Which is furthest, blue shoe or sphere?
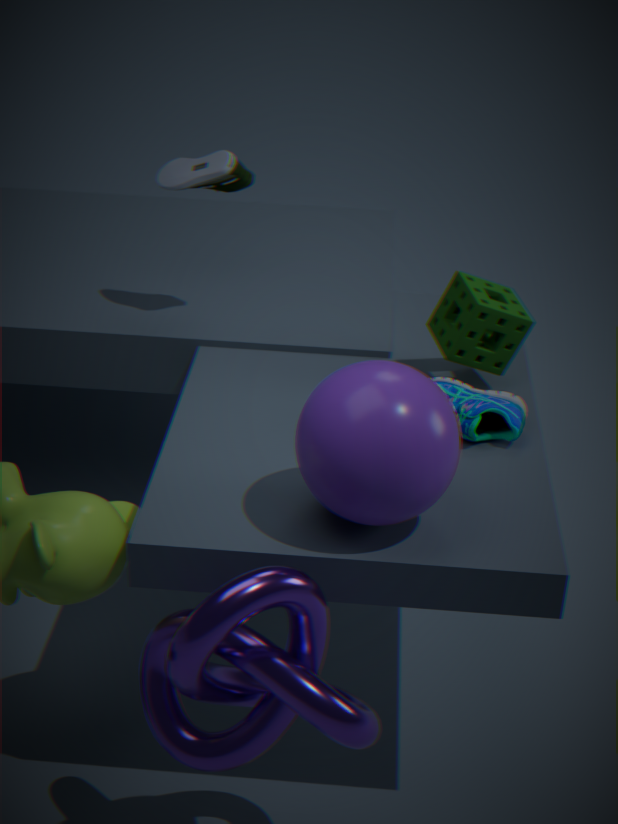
blue shoe
